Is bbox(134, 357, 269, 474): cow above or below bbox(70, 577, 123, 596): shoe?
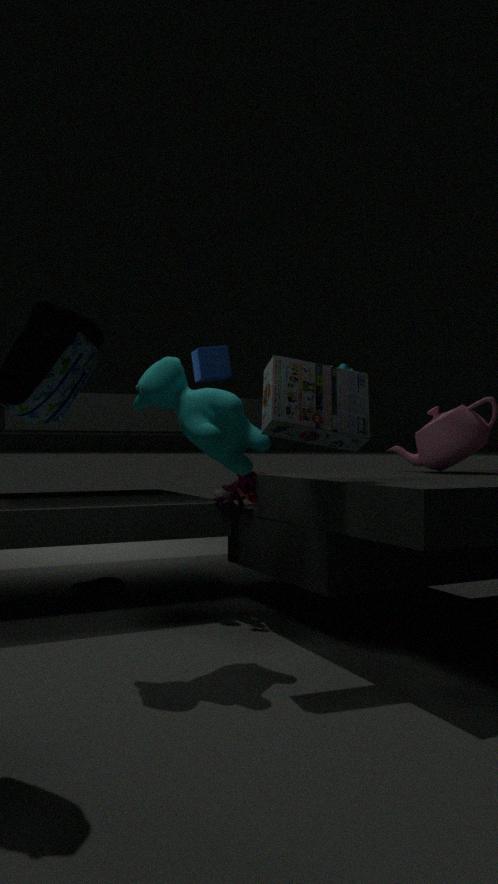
above
